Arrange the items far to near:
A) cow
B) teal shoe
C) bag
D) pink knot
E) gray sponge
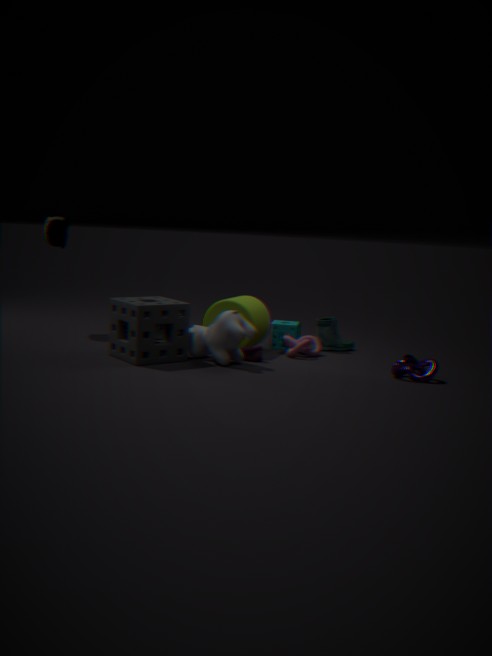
bag
teal shoe
pink knot
cow
gray sponge
